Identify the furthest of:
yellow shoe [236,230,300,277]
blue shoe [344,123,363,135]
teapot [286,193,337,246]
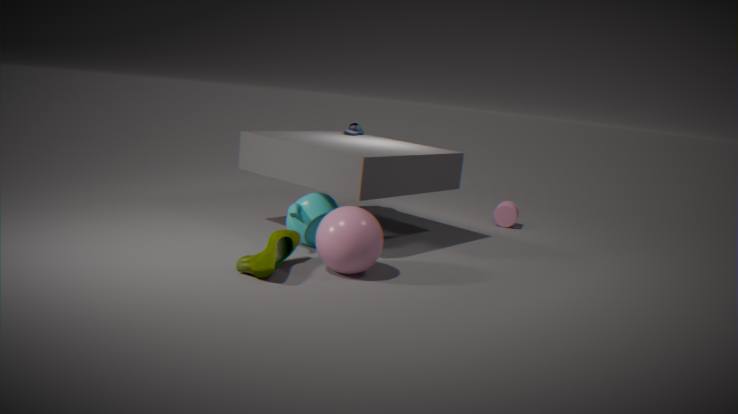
blue shoe [344,123,363,135]
